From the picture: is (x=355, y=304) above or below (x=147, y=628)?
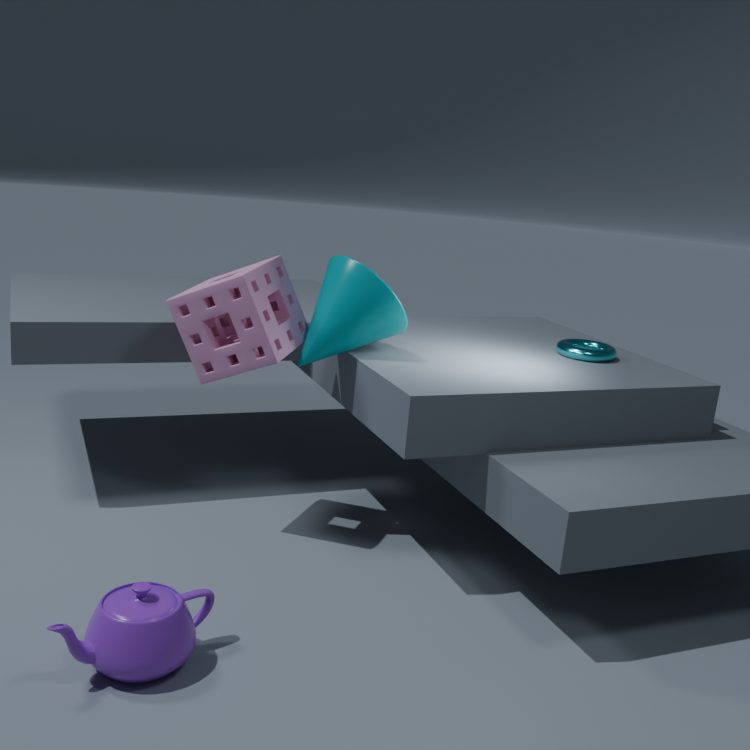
above
